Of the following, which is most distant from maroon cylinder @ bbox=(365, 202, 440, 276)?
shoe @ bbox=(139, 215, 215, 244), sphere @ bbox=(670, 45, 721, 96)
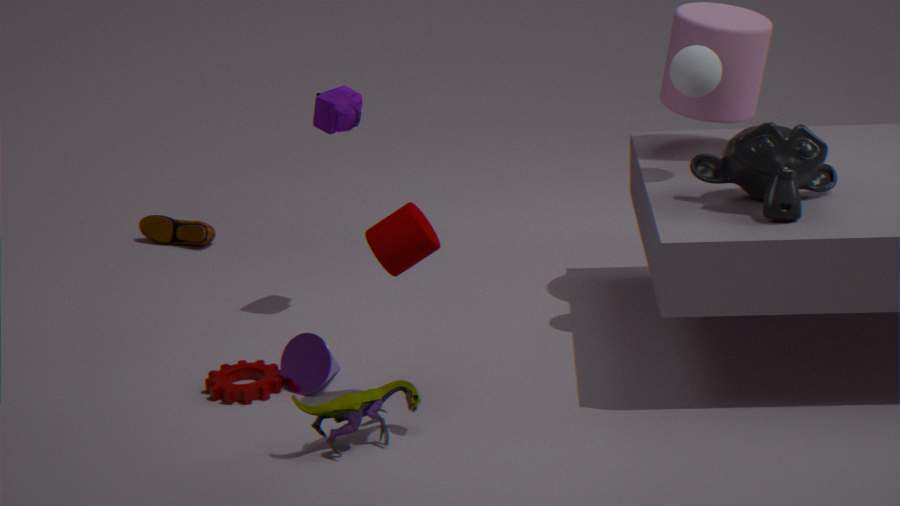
shoe @ bbox=(139, 215, 215, 244)
